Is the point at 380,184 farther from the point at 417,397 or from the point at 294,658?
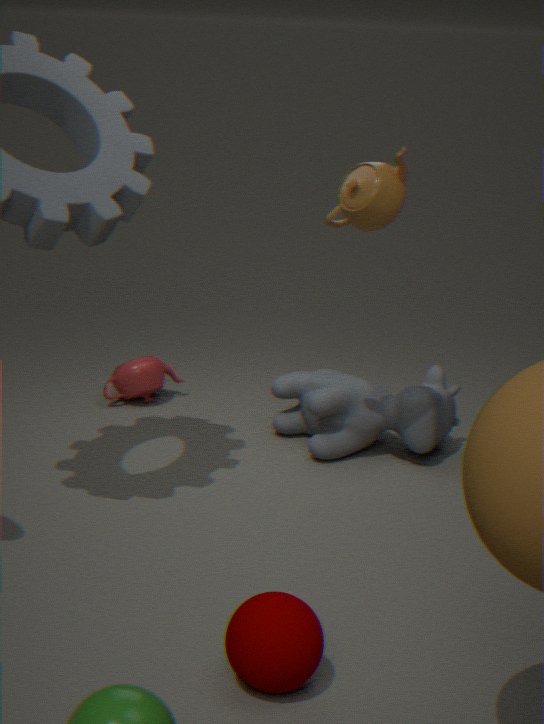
the point at 294,658
